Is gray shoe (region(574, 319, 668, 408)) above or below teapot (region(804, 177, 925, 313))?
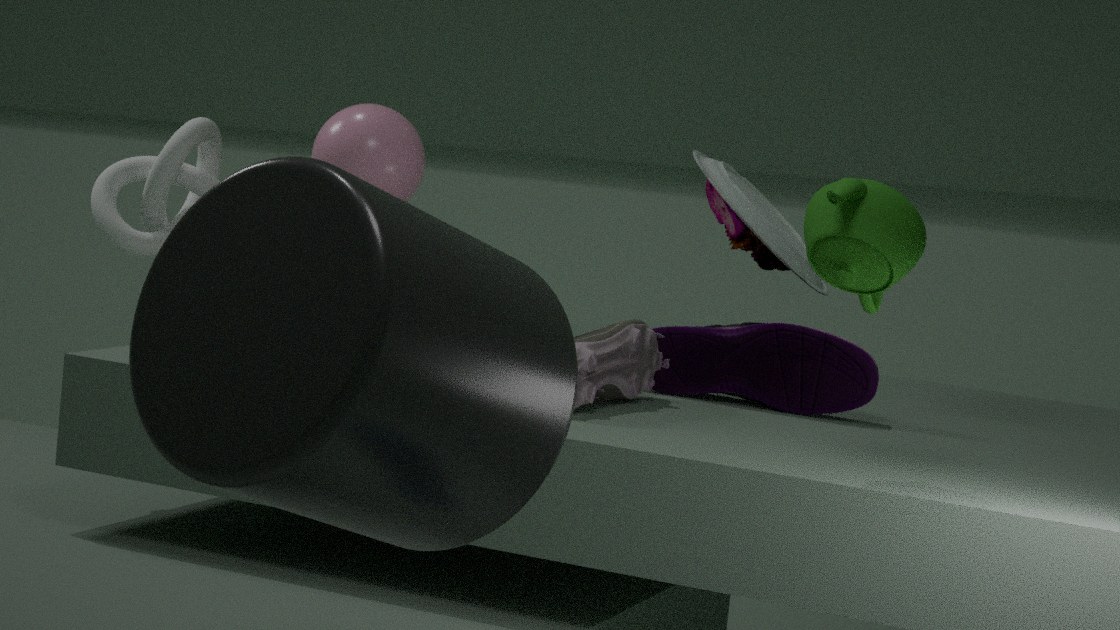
below
